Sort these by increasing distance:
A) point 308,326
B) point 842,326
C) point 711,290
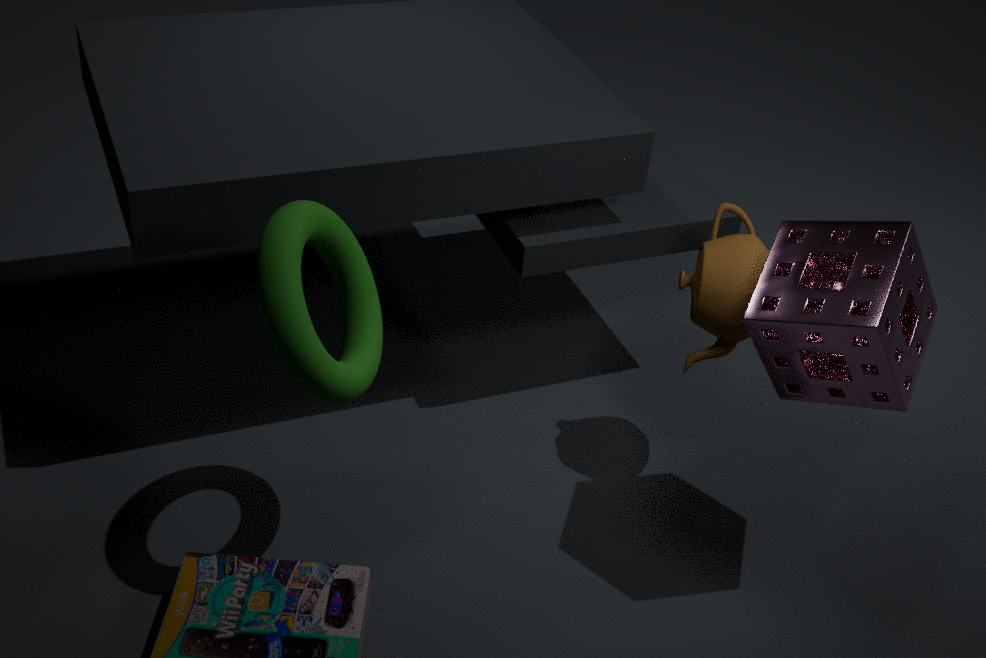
point 308,326, point 842,326, point 711,290
